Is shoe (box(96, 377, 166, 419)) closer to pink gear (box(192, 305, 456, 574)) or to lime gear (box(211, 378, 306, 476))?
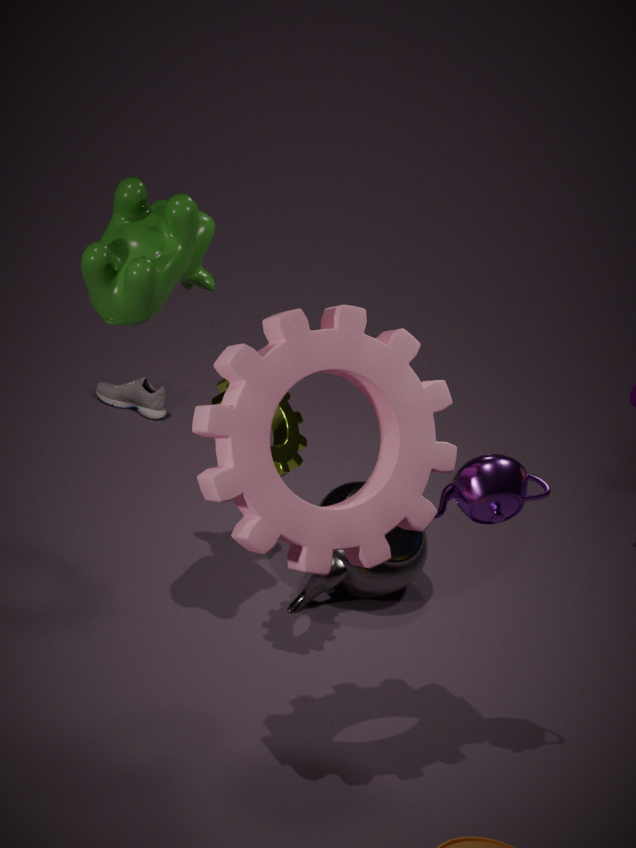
lime gear (box(211, 378, 306, 476))
